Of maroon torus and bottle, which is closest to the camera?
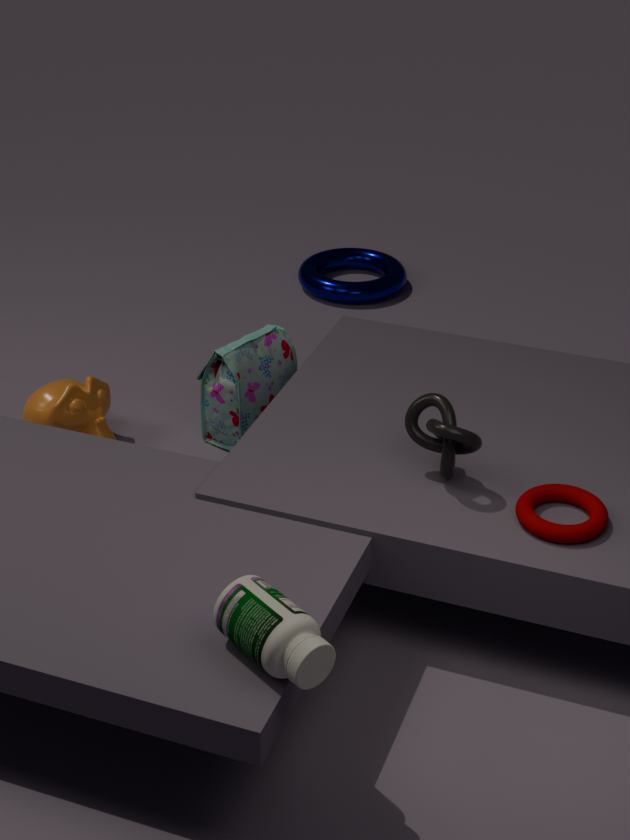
bottle
